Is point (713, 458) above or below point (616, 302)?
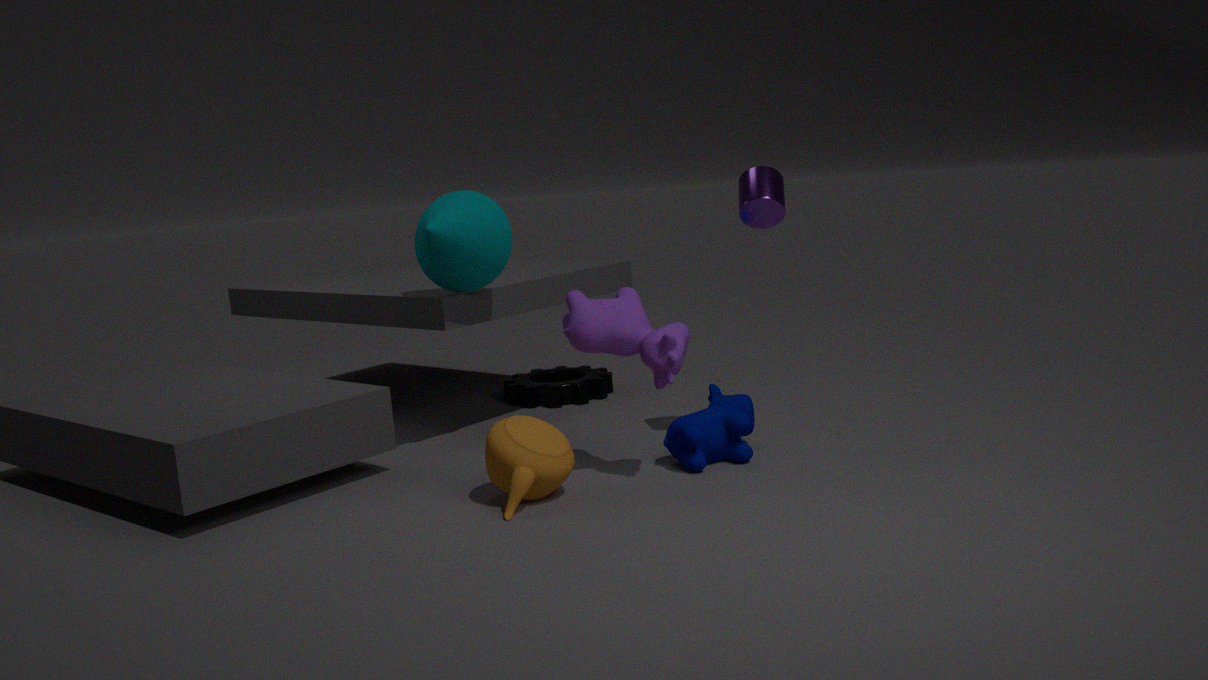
below
